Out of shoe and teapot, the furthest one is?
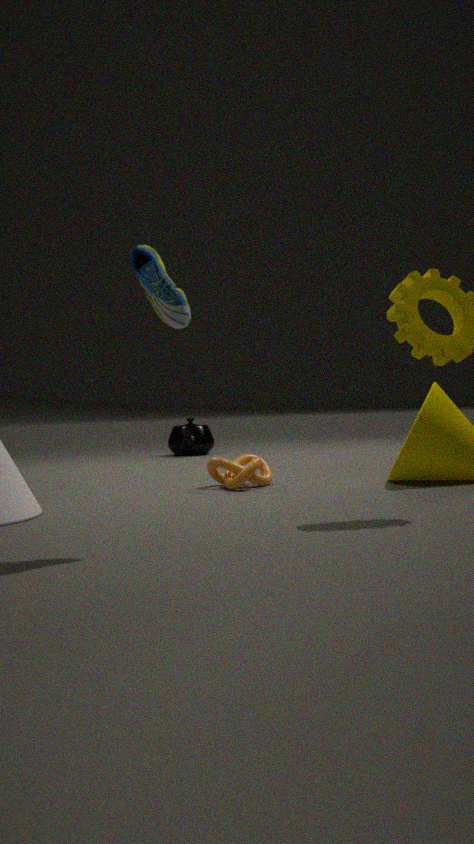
teapot
